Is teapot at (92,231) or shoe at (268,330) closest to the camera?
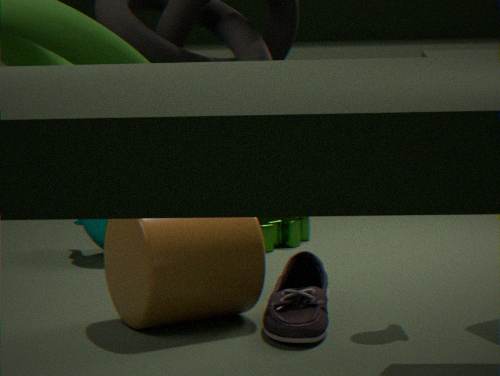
shoe at (268,330)
